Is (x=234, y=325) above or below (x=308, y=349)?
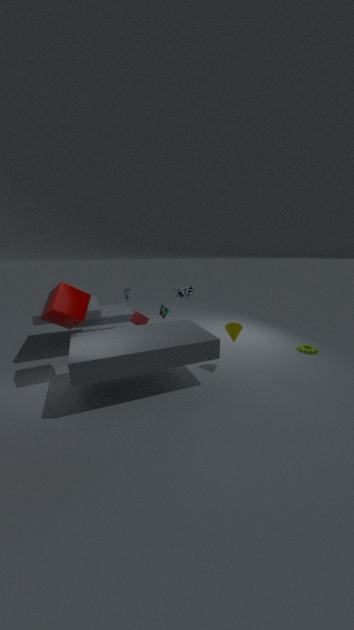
above
